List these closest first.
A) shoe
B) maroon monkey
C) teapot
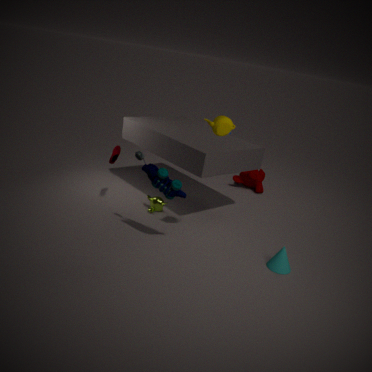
teapot < shoe < maroon monkey
